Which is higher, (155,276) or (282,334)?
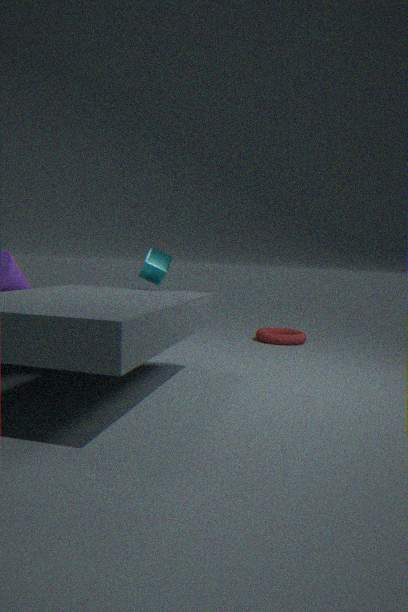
(155,276)
